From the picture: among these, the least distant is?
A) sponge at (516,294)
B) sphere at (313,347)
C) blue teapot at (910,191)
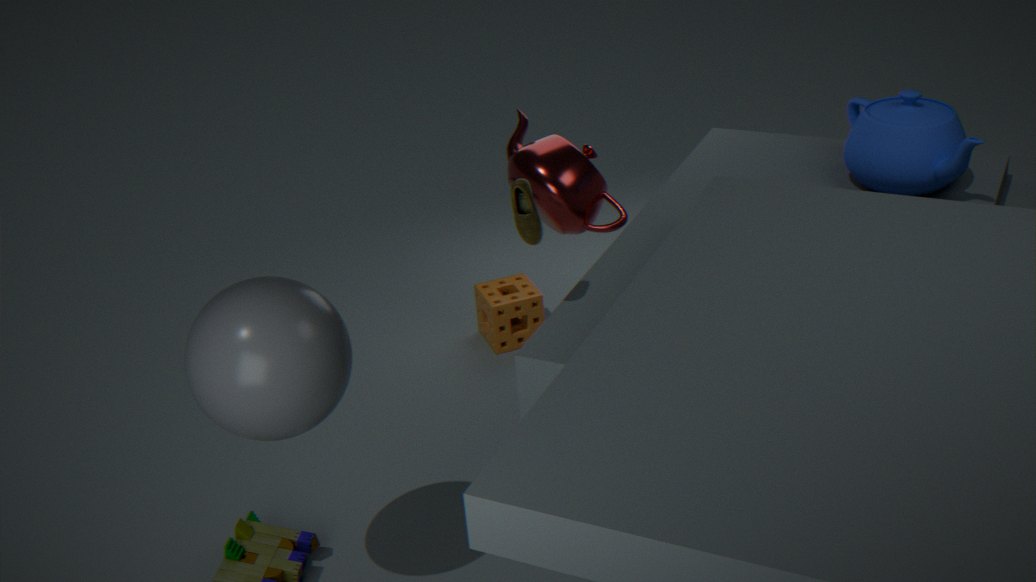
sphere at (313,347)
